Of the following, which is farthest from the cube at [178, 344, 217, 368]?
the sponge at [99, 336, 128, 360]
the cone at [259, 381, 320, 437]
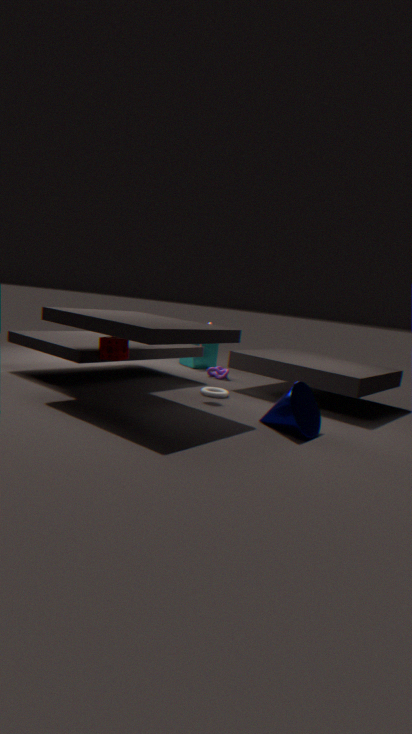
the cone at [259, 381, 320, 437]
